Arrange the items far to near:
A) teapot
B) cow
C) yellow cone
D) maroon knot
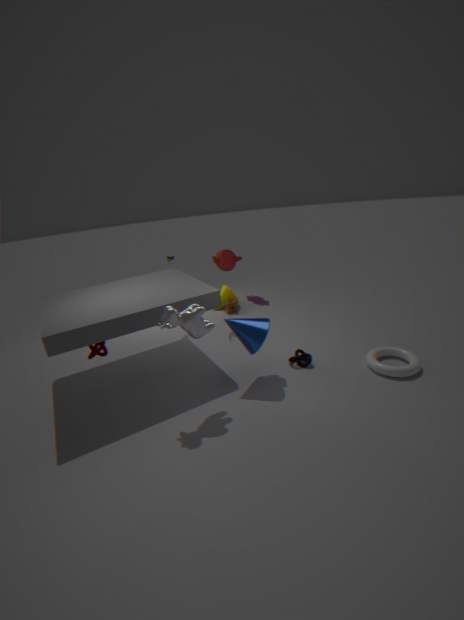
yellow cone, teapot, maroon knot, cow
